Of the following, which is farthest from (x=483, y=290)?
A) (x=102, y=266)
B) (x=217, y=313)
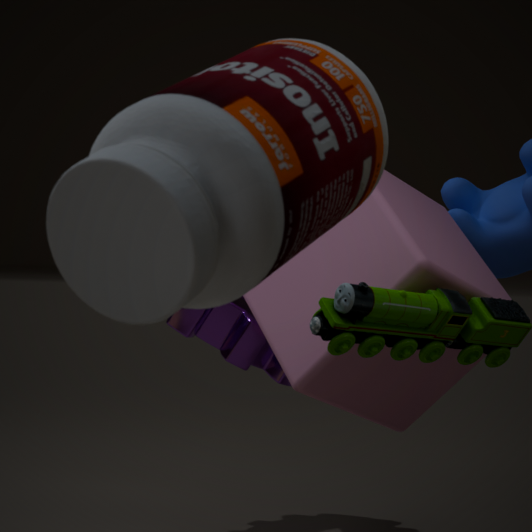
(x=102, y=266)
